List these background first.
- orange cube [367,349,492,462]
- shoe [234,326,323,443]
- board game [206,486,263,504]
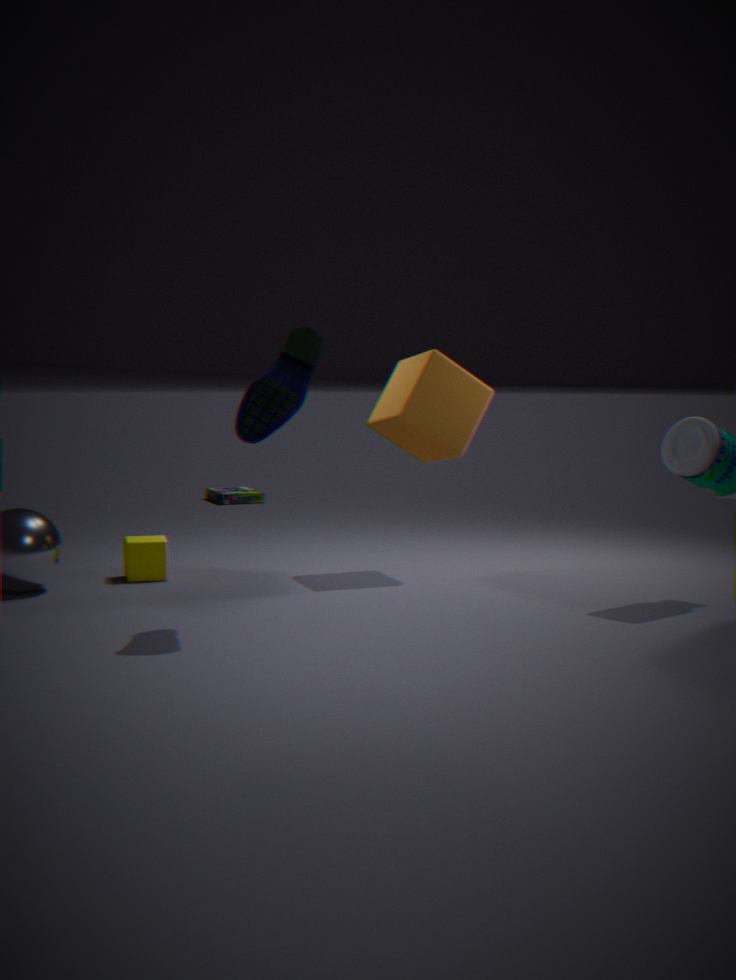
board game [206,486,263,504]
orange cube [367,349,492,462]
shoe [234,326,323,443]
